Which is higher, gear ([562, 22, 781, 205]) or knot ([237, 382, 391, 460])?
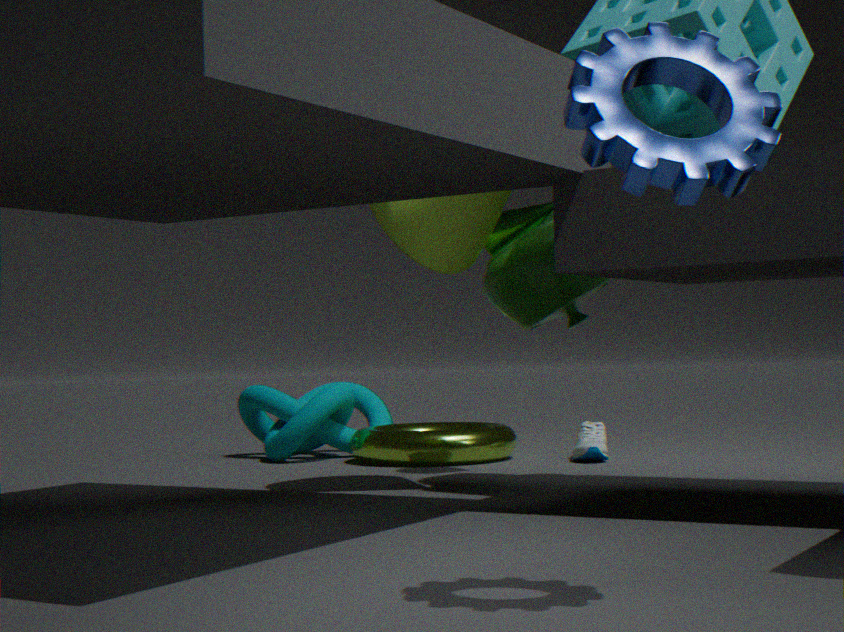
gear ([562, 22, 781, 205])
